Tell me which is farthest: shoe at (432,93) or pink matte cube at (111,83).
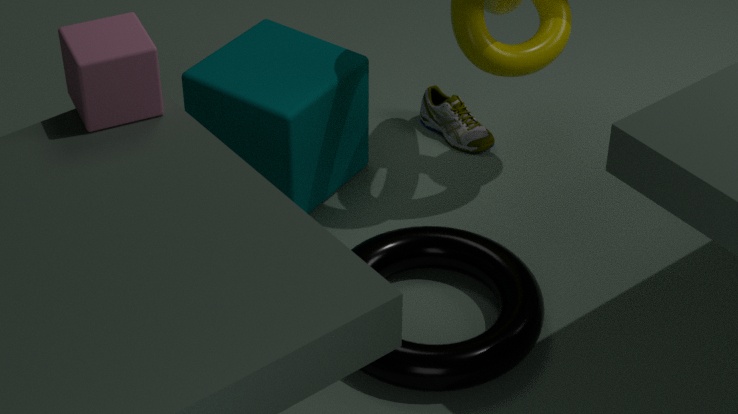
shoe at (432,93)
